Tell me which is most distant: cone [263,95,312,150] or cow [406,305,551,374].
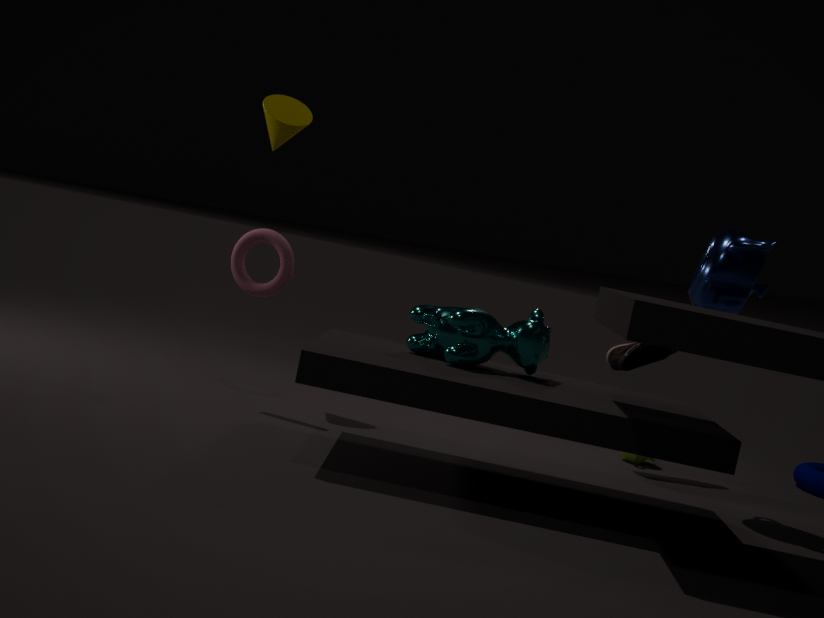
cone [263,95,312,150]
